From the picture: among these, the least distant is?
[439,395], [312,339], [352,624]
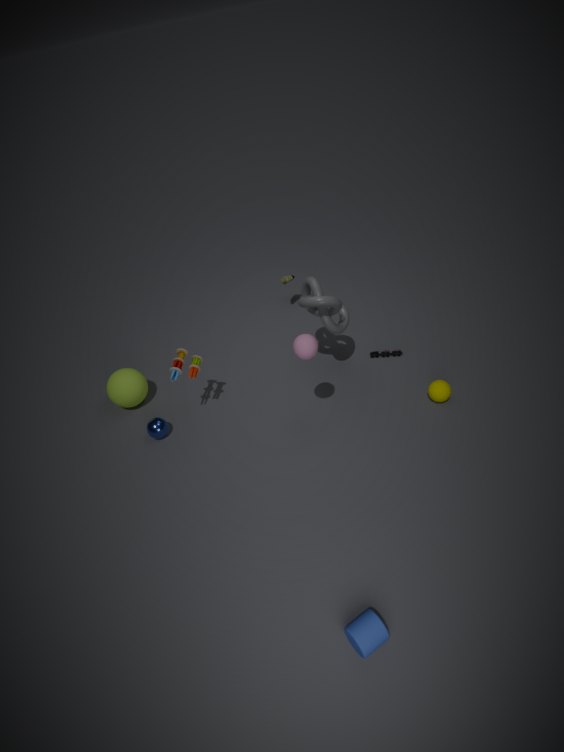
[352,624]
